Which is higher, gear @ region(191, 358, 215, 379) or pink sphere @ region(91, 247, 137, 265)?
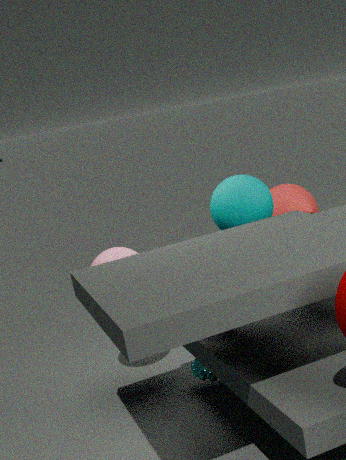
pink sphere @ region(91, 247, 137, 265)
